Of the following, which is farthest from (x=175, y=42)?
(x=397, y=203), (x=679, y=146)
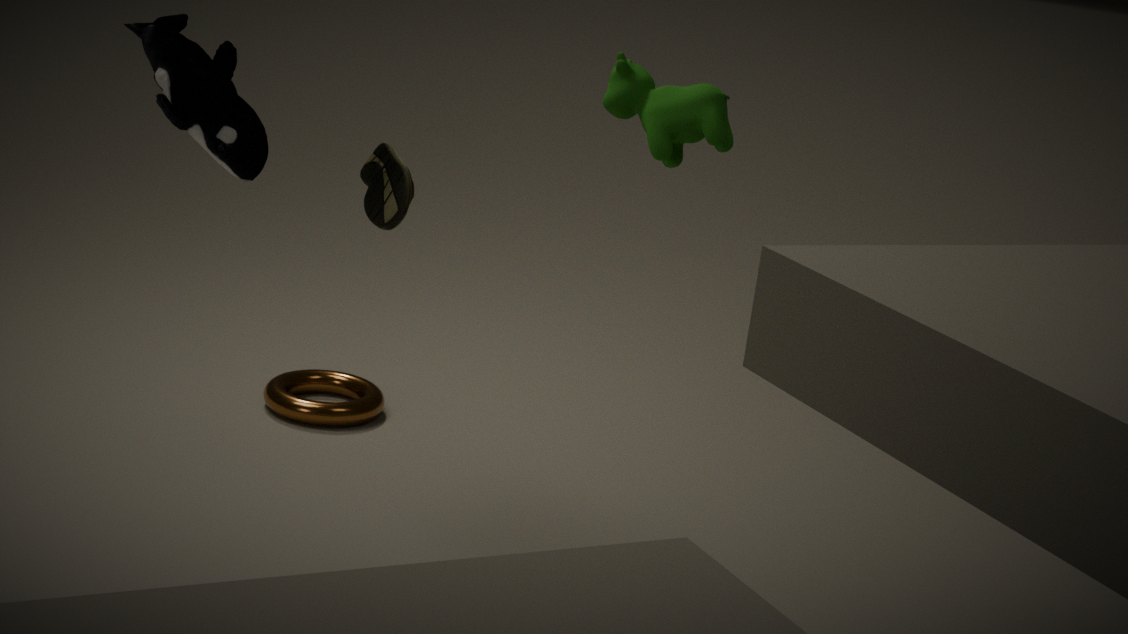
(x=679, y=146)
